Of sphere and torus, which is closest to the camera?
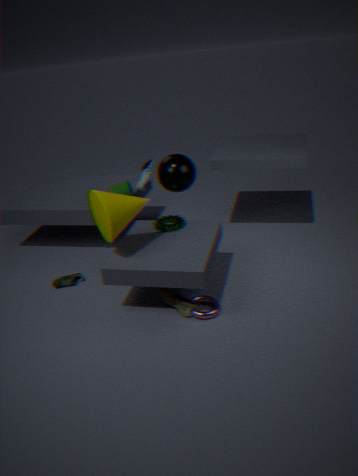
torus
